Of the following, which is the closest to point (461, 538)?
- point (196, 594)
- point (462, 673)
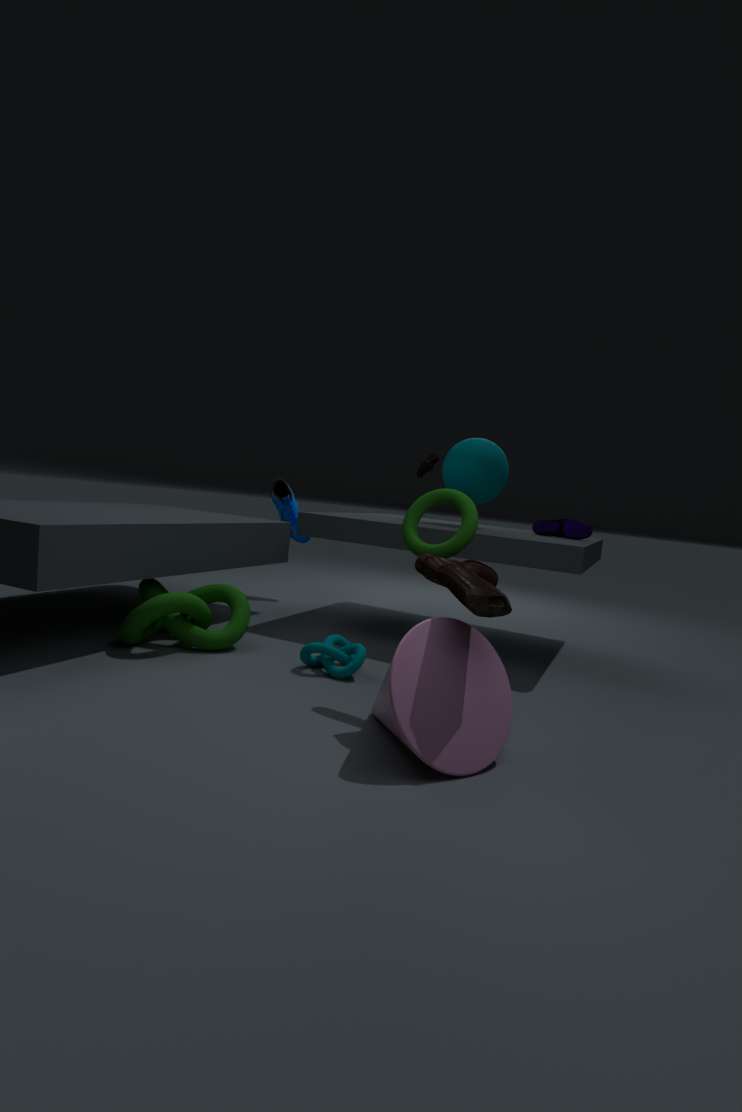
point (462, 673)
